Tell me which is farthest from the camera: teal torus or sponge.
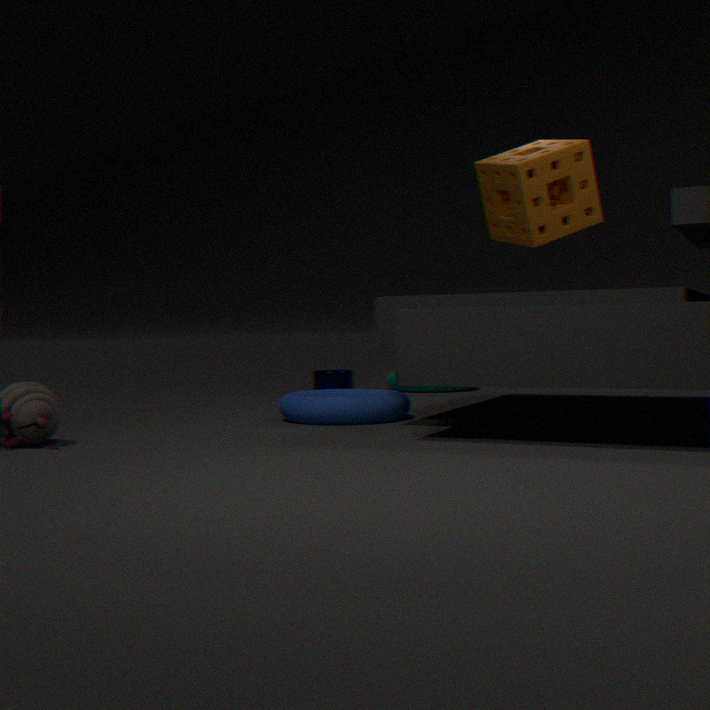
teal torus
